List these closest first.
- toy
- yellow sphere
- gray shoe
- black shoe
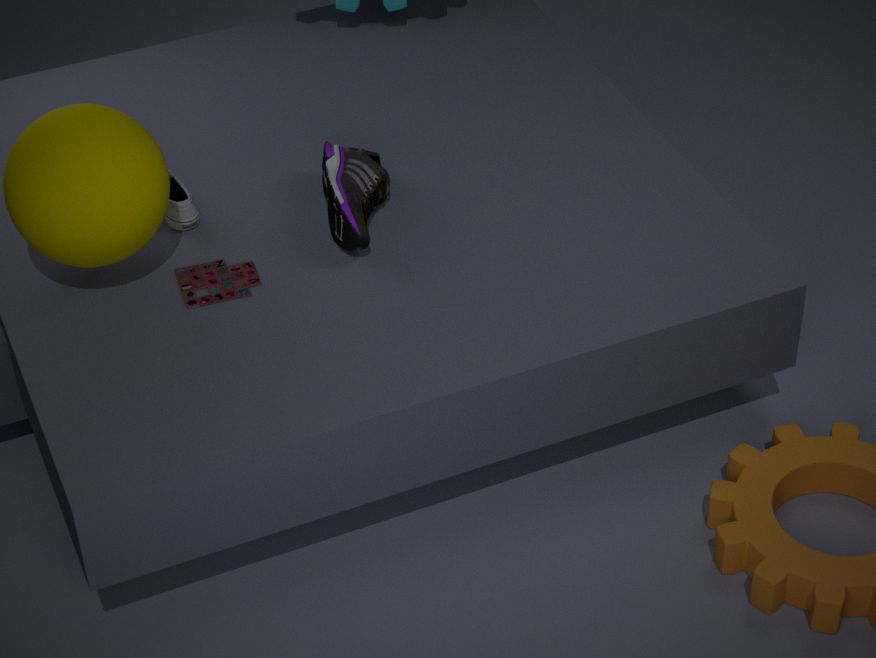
yellow sphere < toy < black shoe < gray shoe
